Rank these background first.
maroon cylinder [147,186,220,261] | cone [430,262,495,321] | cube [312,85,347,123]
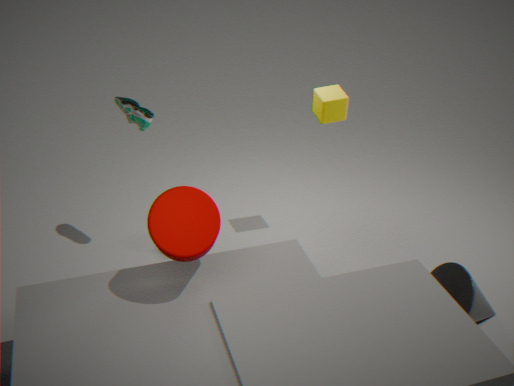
cube [312,85,347,123] < cone [430,262,495,321] < maroon cylinder [147,186,220,261]
